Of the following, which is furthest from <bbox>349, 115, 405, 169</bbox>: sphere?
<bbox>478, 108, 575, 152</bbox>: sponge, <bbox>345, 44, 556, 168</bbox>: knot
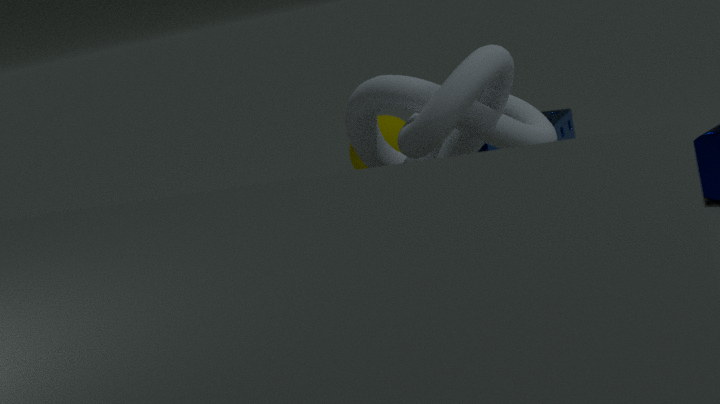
<bbox>345, 44, 556, 168</bbox>: knot
